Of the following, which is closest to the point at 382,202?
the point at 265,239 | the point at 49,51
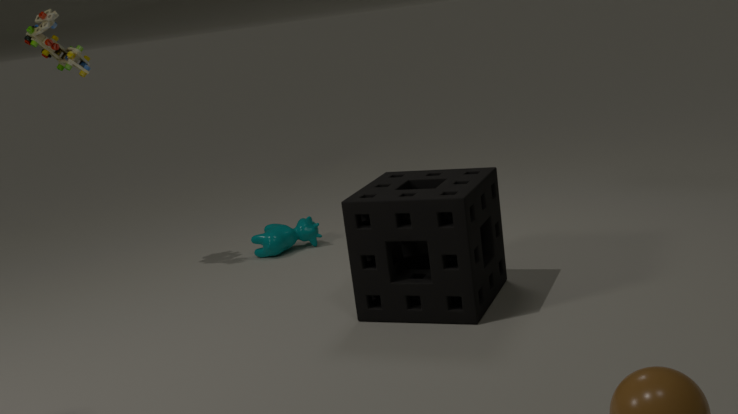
the point at 265,239
